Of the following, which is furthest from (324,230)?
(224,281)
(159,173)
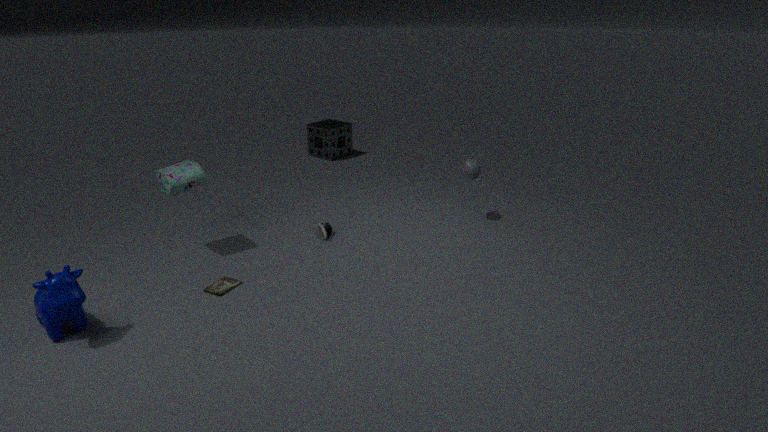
(159,173)
